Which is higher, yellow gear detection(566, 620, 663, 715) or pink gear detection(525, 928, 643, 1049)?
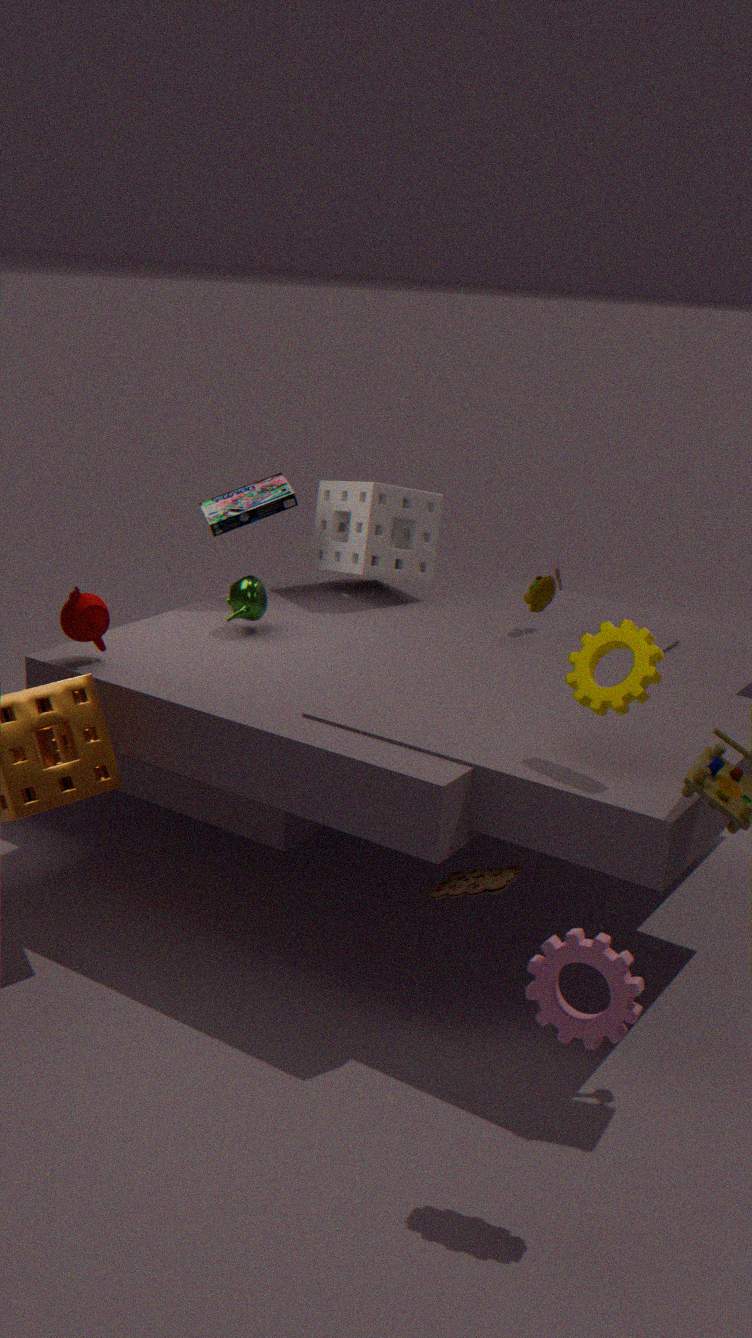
yellow gear detection(566, 620, 663, 715)
